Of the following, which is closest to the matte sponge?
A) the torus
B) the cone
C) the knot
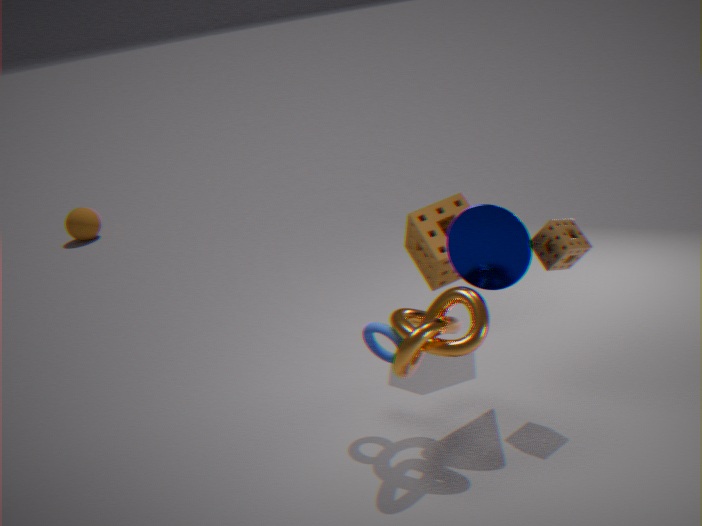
the cone
